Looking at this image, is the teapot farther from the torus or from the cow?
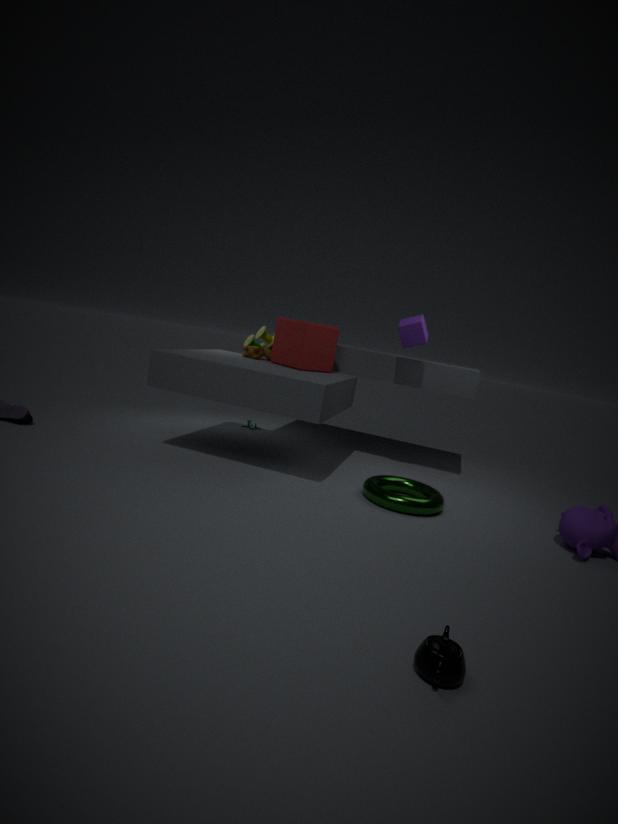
the cow
